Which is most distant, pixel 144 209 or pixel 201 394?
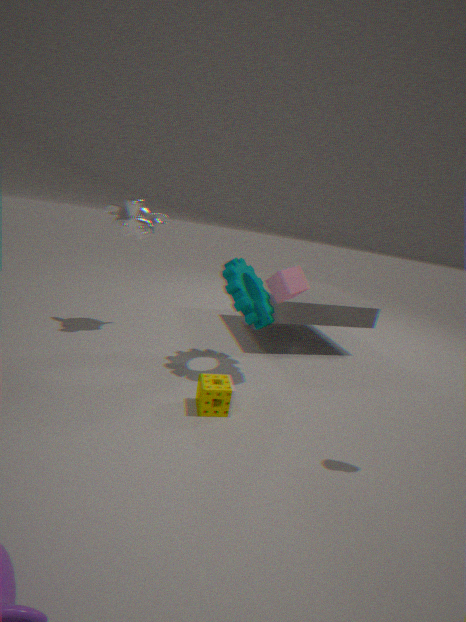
pixel 144 209
